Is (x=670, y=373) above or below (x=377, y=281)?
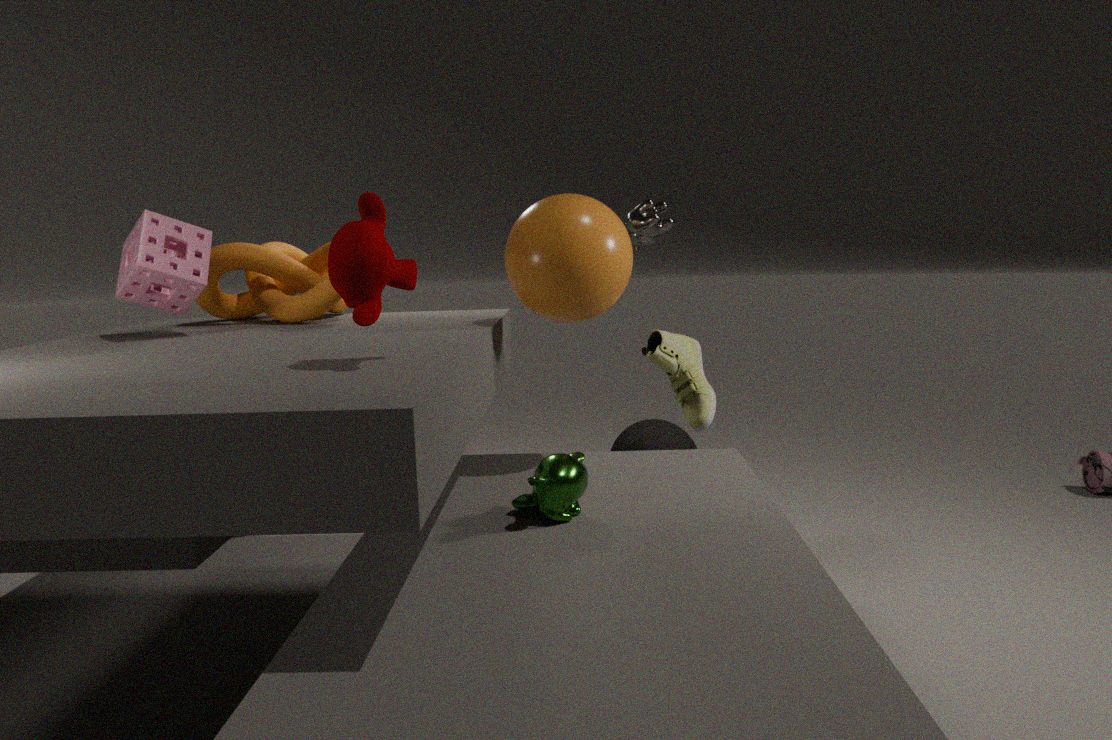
below
